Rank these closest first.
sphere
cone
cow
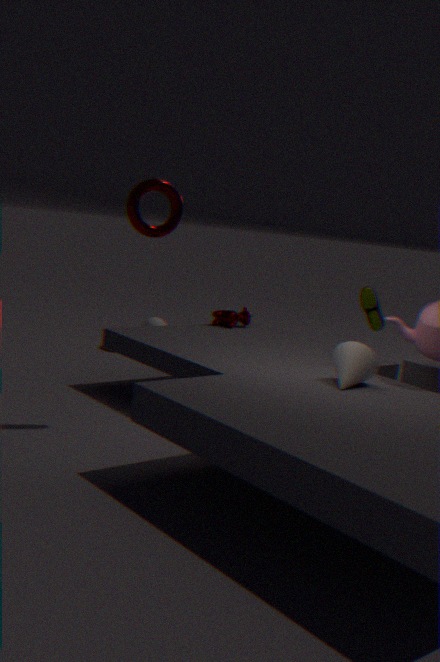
cone < cow < sphere
